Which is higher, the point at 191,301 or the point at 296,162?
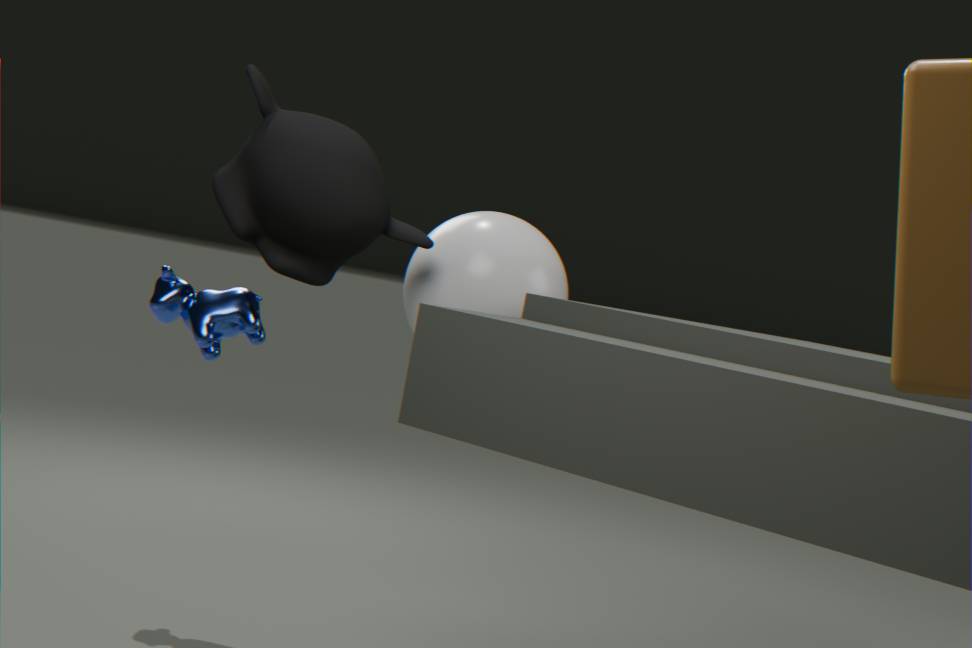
the point at 296,162
